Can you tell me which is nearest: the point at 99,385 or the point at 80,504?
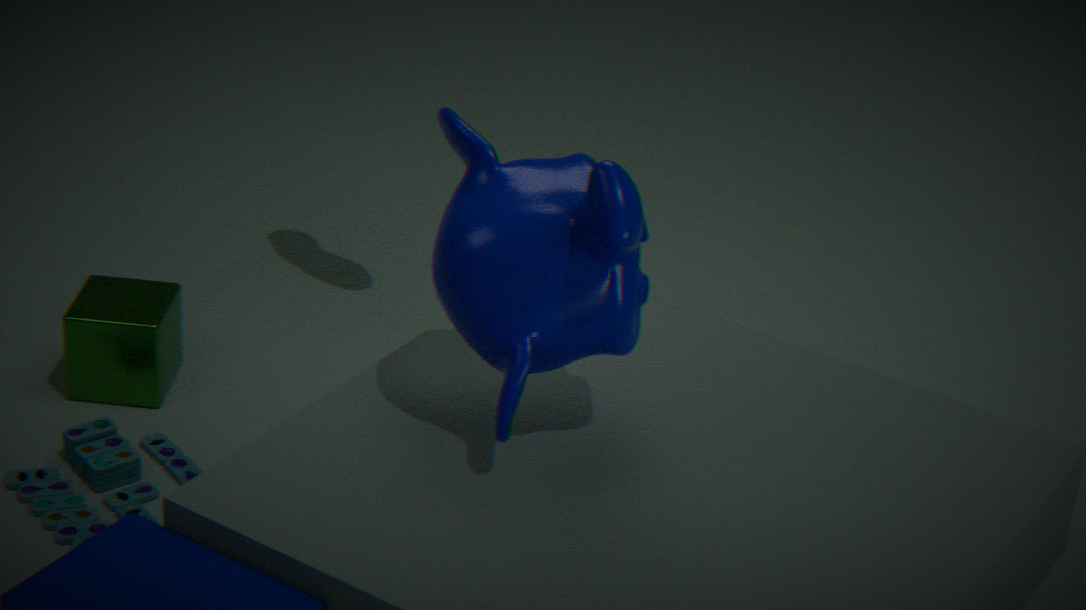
the point at 80,504
